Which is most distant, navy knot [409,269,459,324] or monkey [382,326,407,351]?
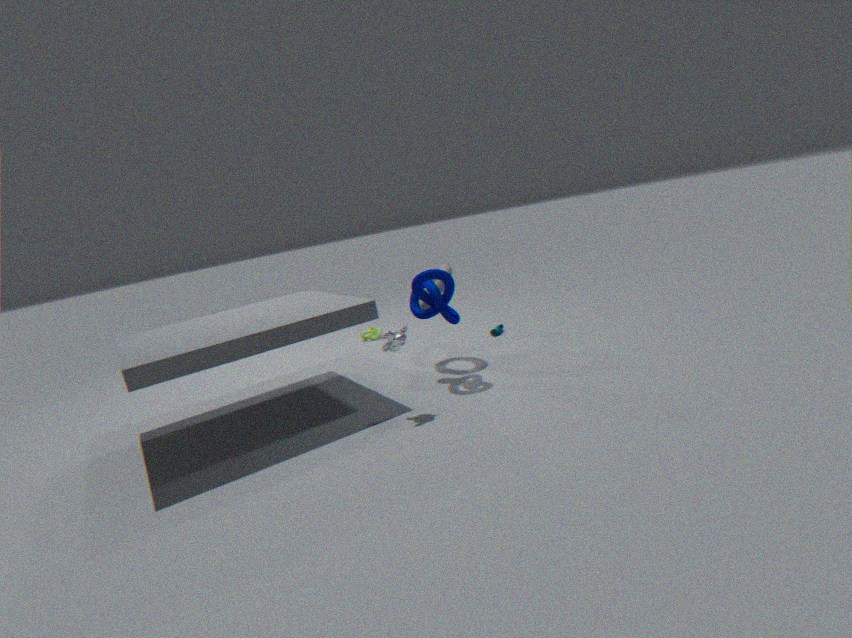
navy knot [409,269,459,324]
